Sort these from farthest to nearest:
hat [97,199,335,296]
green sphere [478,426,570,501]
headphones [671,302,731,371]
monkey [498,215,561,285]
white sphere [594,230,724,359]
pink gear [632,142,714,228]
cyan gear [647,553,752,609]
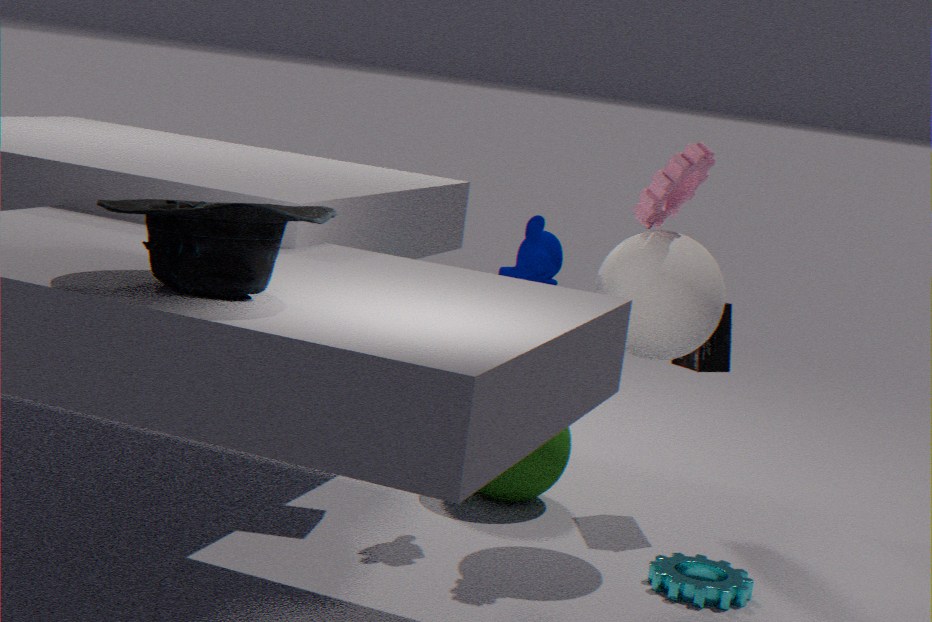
headphones [671,302,731,371] → green sphere [478,426,570,501] → monkey [498,215,561,285] → pink gear [632,142,714,228] → white sphere [594,230,724,359] → cyan gear [647,553,752,609] → hat [97,199,335,296]
